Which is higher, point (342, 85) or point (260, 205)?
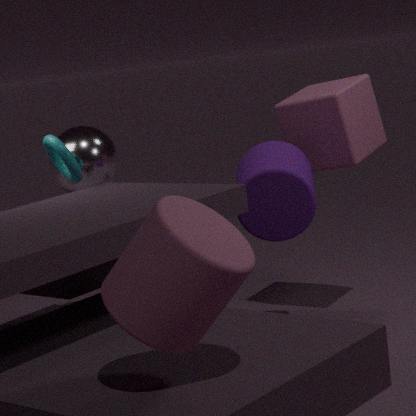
point (342, 85)
